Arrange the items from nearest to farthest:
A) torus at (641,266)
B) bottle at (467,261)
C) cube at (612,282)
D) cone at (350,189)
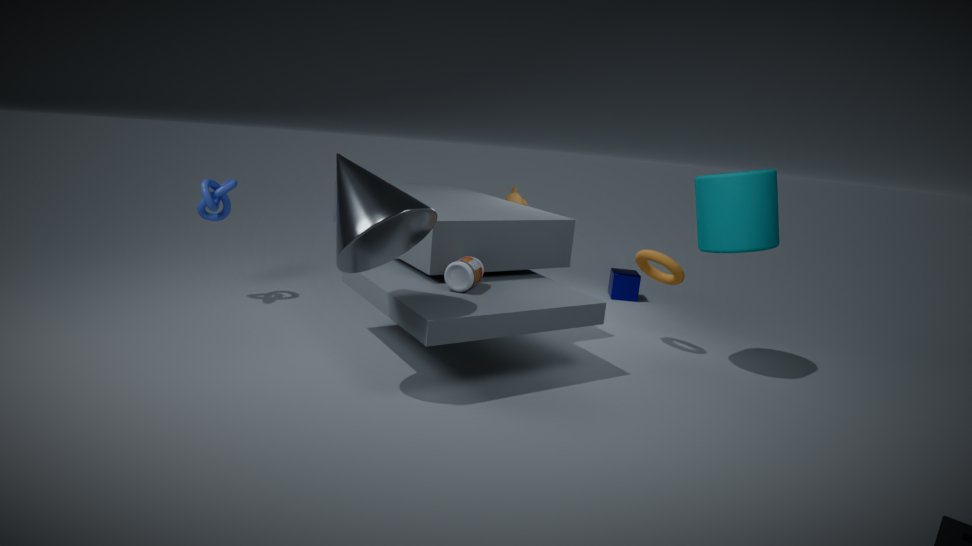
cone at (350,189) < bottle at (467,261) < torus at (641,266) < cube at (612,282)
